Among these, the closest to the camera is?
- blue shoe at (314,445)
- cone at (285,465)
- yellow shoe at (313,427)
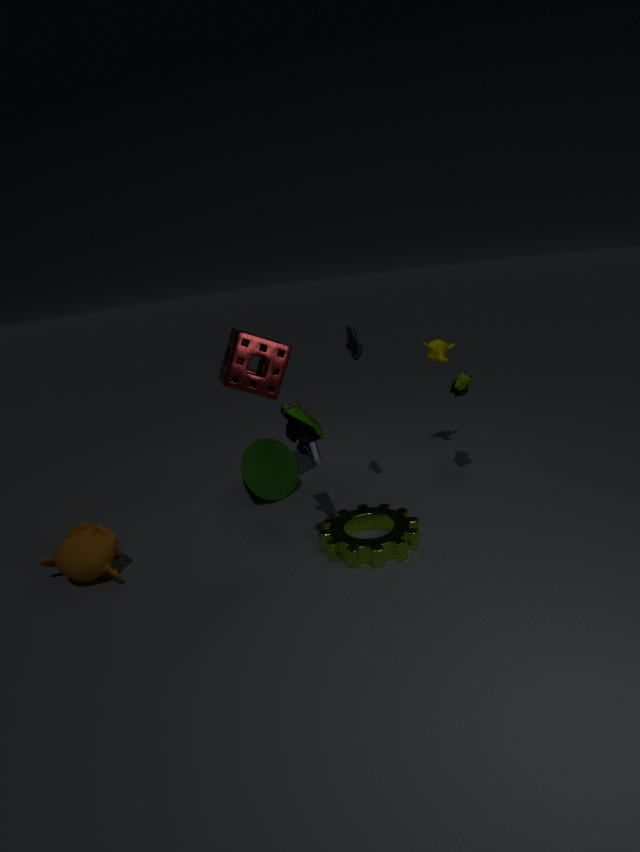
yellow shoe at (313,427)
